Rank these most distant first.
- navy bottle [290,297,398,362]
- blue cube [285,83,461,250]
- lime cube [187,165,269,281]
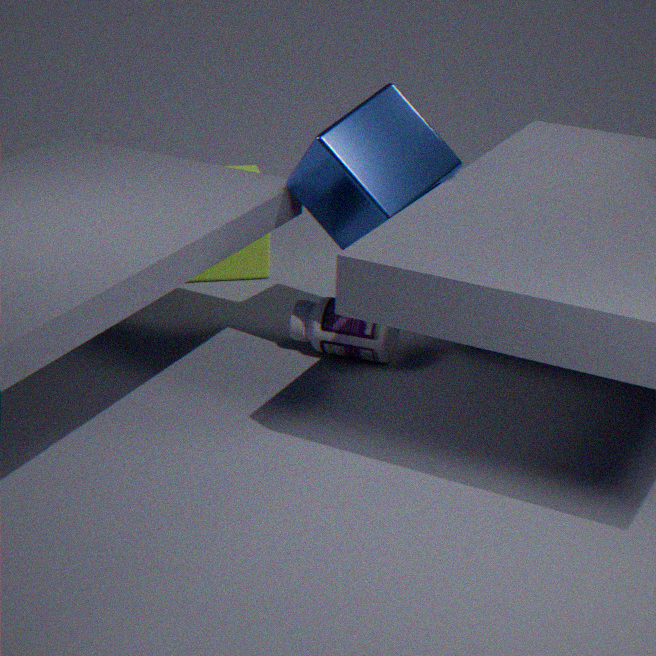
lime cube [187,165,269,281]
navy bottle [290,297,398,362]
blue cube [285,83,461,250]
